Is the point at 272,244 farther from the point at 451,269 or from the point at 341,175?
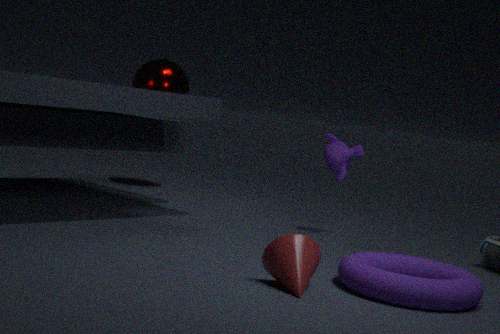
the point at 341,175
